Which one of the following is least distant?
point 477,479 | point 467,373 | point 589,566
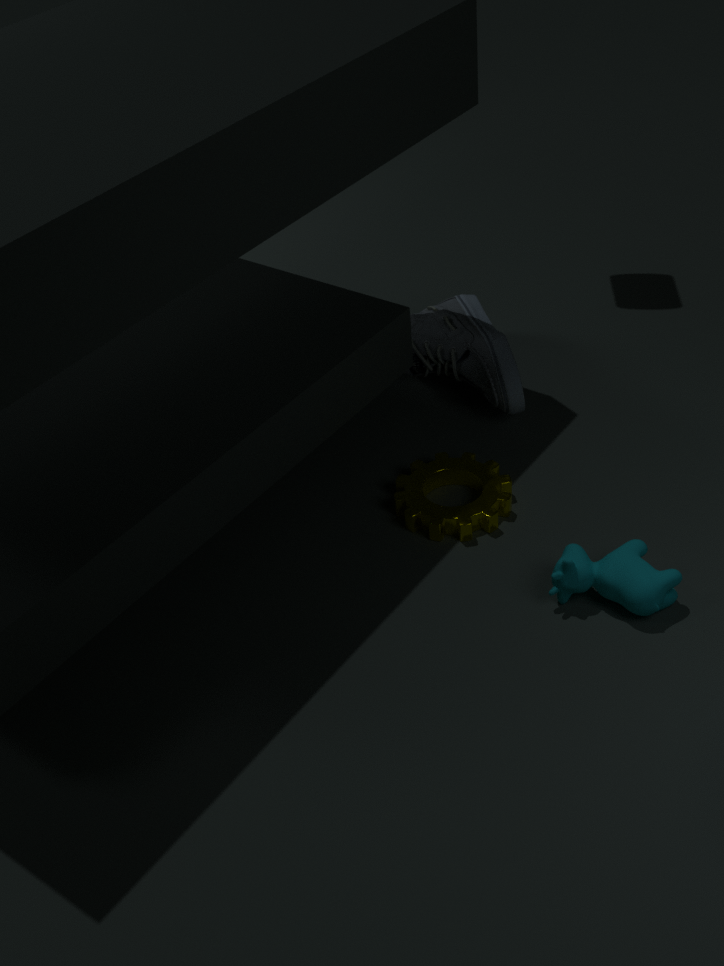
point 589,566
